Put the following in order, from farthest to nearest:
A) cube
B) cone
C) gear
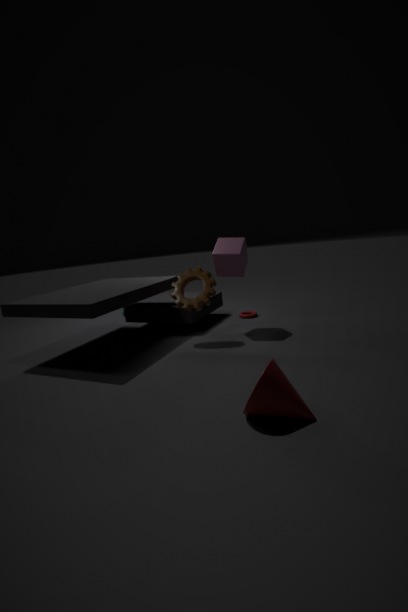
cube → gear → cone
